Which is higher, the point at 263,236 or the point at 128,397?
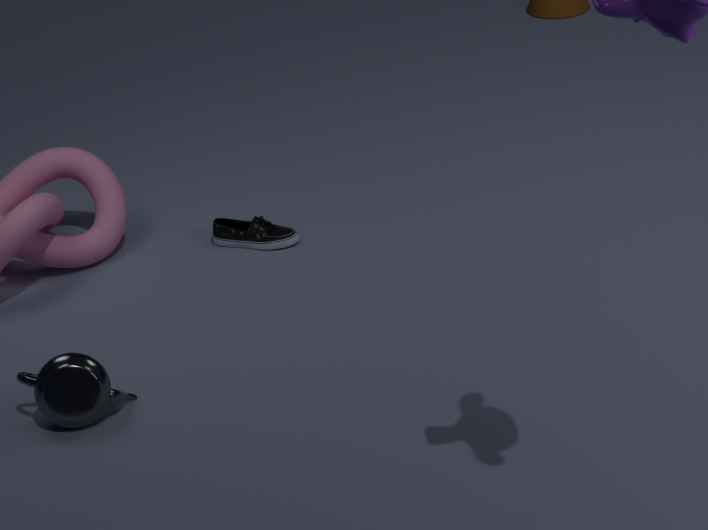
the point at 128,397
